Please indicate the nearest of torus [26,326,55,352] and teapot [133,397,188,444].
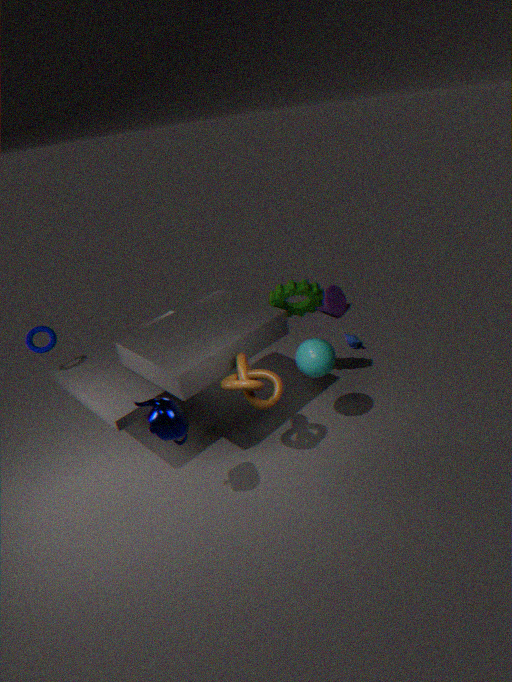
teapot [133,397,188,444]
